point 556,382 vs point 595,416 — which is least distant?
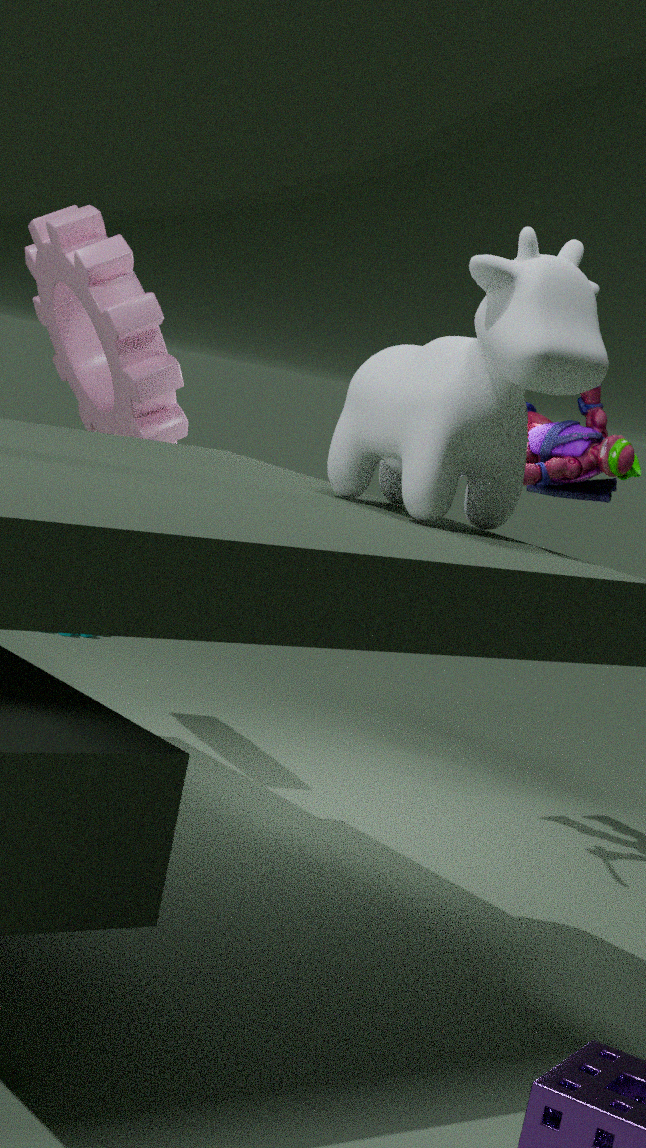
point 556,382
